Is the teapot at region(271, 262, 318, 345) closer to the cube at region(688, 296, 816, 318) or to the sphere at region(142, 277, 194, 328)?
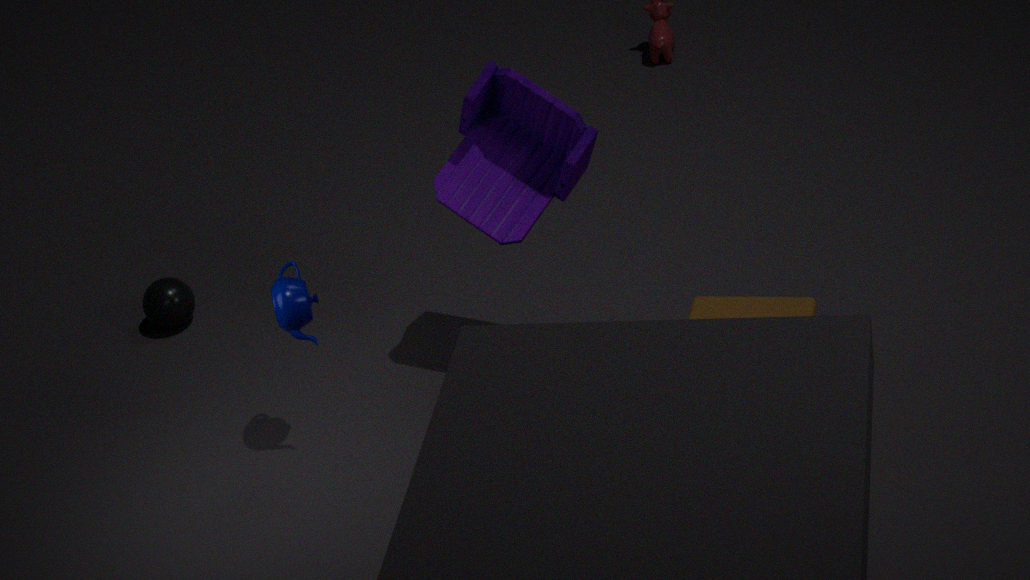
the sphere at region(142, 277, 194, 328)
